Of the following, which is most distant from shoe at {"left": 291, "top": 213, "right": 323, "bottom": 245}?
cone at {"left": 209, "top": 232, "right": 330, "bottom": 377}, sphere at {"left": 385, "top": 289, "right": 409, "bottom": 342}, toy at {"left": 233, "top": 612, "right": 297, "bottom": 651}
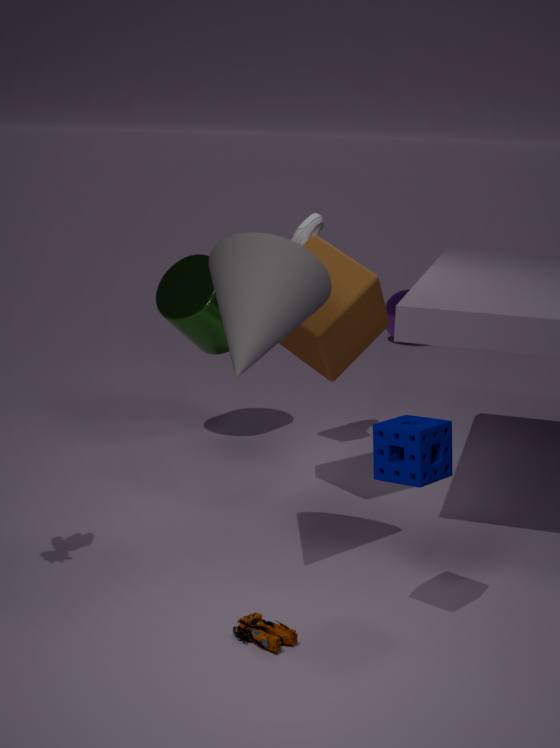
sphere at {"left": 385, "top": 289, "right": 409, "bottom": 342}
